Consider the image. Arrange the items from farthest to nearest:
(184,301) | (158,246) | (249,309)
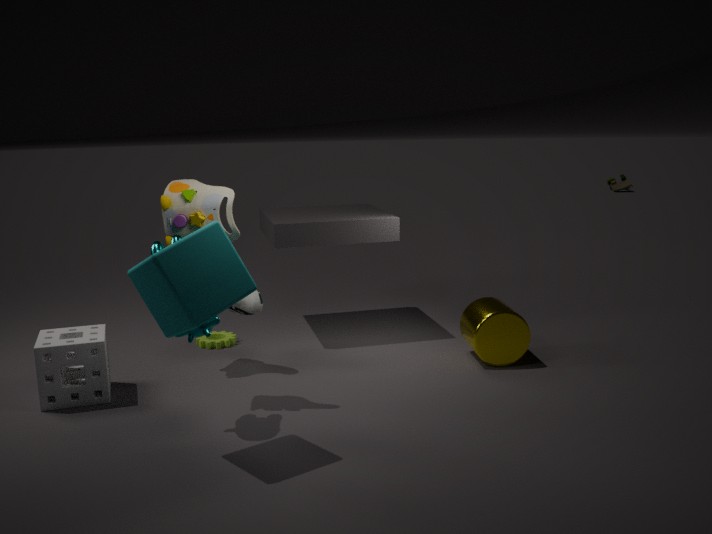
(249,309) < (158,246) < (184,301)
